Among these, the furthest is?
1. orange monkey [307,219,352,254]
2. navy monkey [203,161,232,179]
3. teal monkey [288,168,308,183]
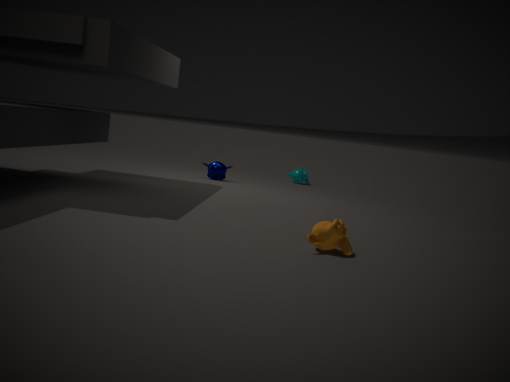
teal monkey [288,168,308,183]
